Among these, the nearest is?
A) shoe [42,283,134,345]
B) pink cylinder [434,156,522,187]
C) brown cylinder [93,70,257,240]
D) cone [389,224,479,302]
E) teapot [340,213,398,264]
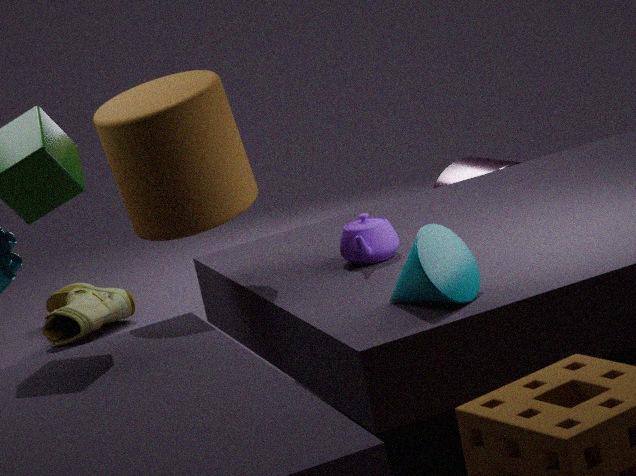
cone [389,224,479,302]
